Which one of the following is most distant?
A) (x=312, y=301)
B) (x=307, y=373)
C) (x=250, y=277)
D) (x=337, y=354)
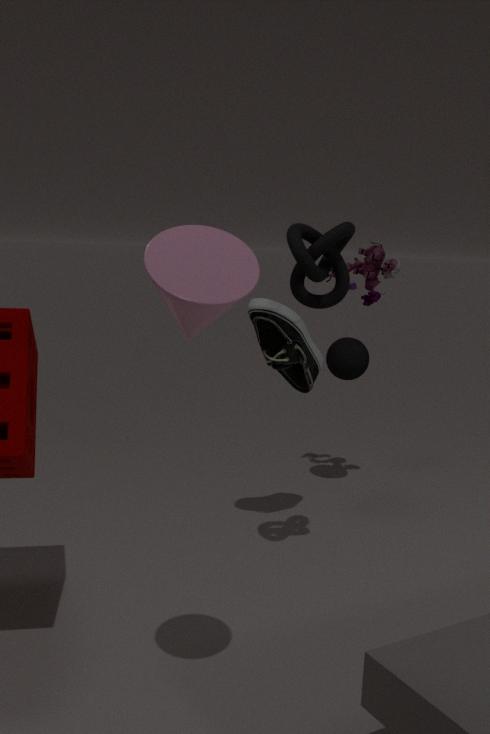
(x=337, y=354)
